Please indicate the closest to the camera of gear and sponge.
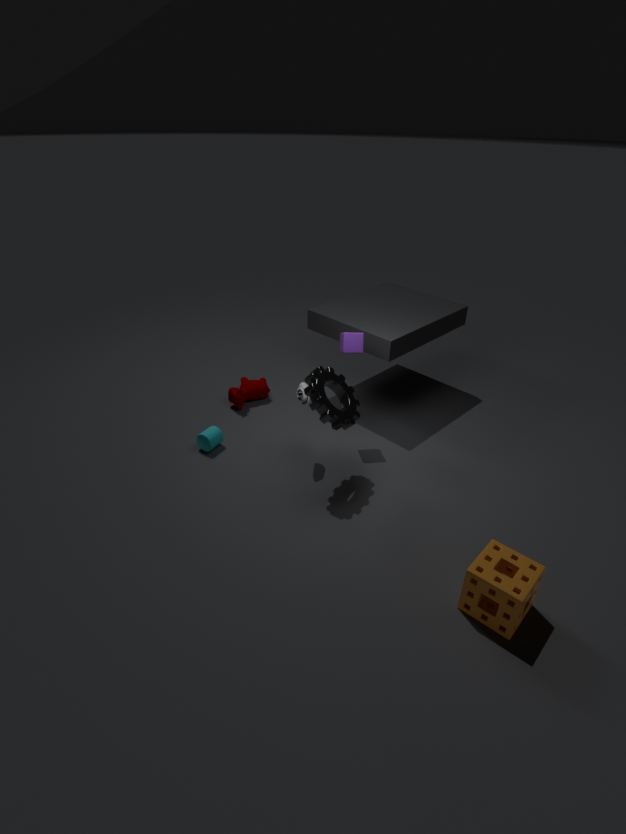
sponge
